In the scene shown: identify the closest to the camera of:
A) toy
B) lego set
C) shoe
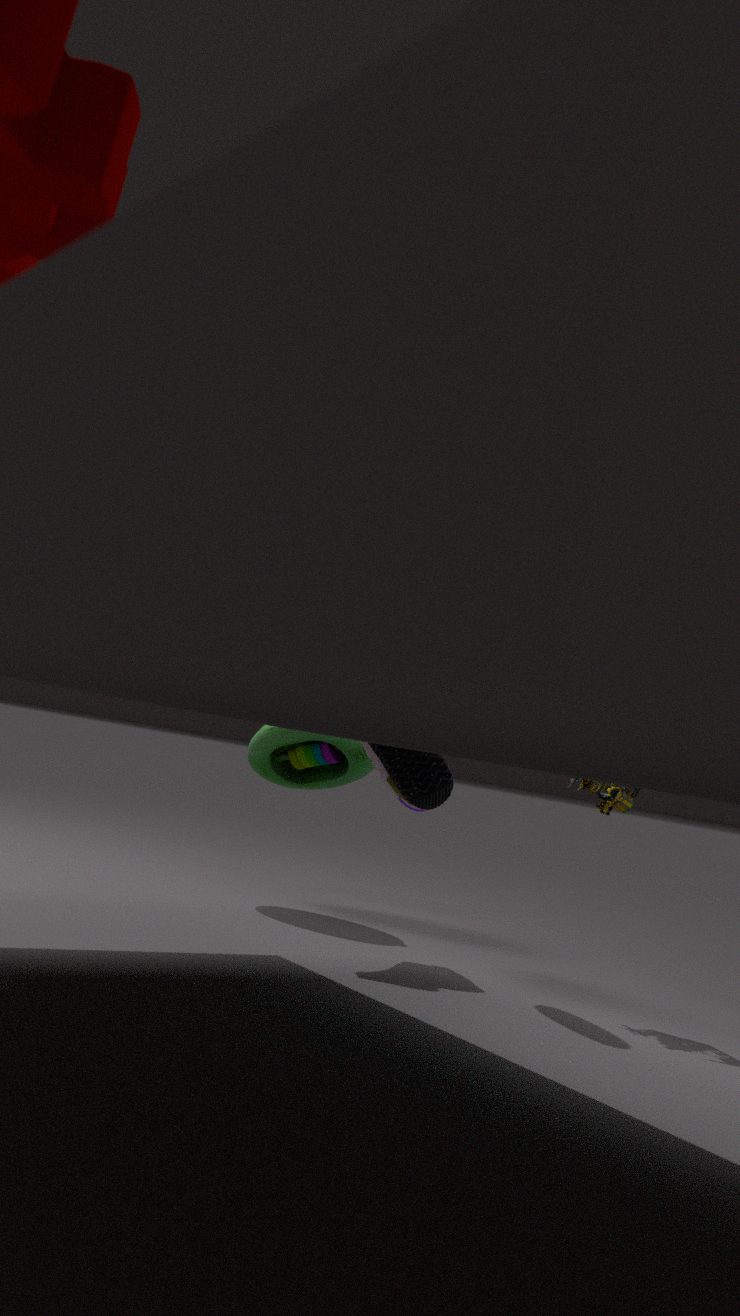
lego set
